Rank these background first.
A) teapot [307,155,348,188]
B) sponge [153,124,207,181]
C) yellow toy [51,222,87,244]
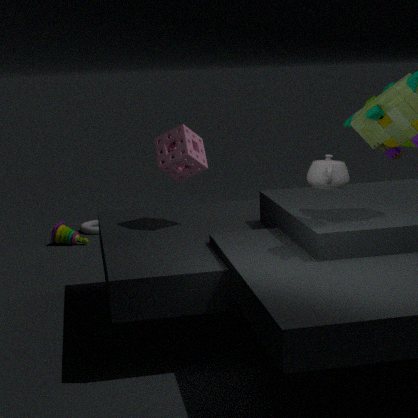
yellow toy [51,222,87,244]
sponge [153,124,207,181]
teapot [307,155,348,188]
